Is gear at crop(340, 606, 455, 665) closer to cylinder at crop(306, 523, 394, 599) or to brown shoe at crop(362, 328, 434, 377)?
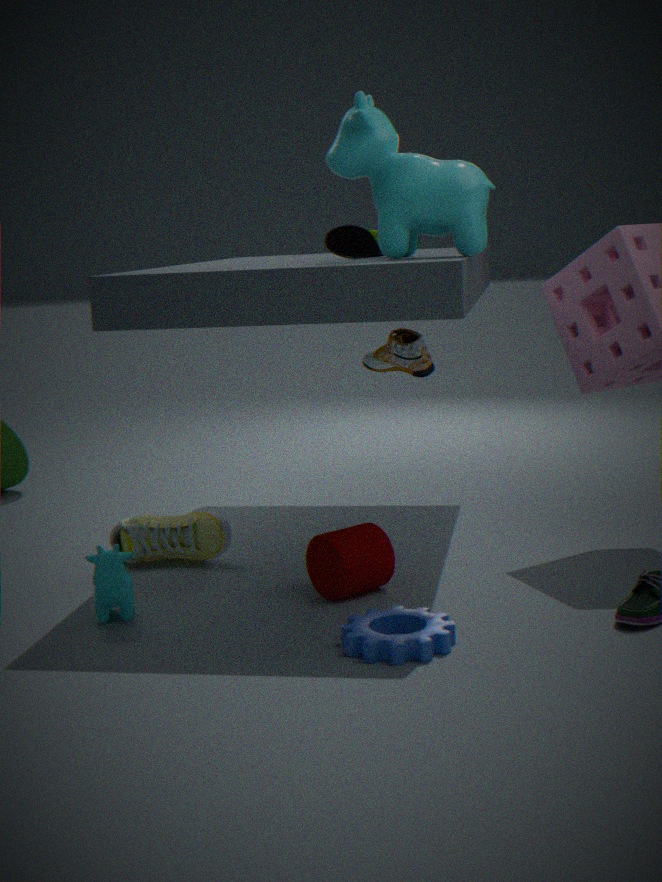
cylinder at crop(306, 523, 394, 599)
